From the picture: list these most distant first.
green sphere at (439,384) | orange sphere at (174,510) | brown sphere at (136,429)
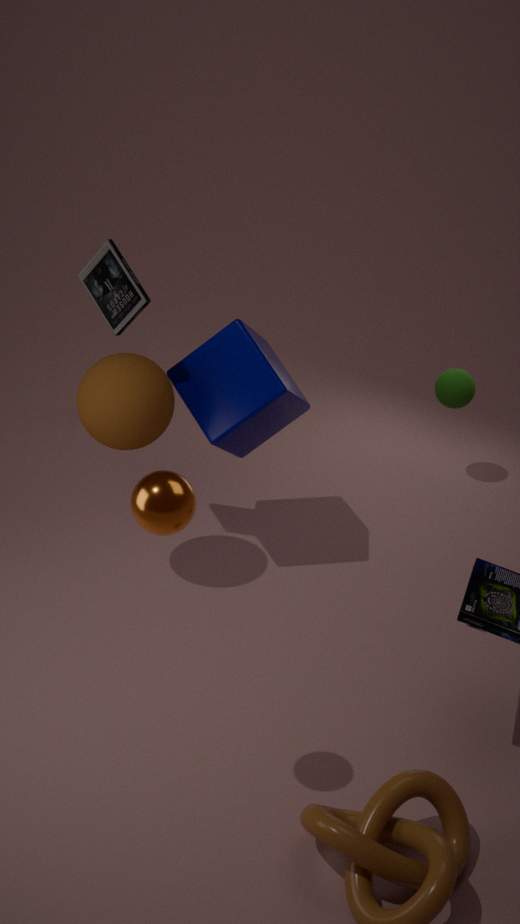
green sphere at (439,384) → brown sphere at (136,429) → orange sphere at (174,510)
